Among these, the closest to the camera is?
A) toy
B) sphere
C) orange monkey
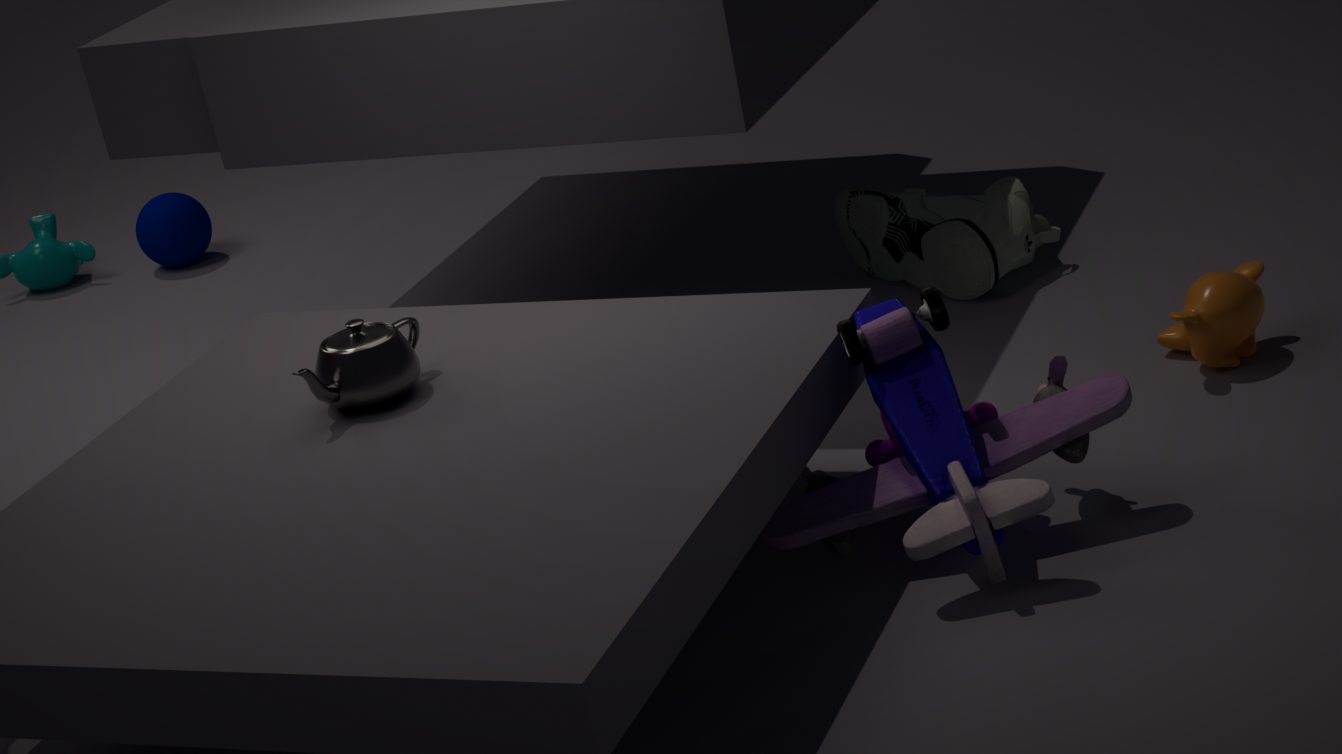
toy
